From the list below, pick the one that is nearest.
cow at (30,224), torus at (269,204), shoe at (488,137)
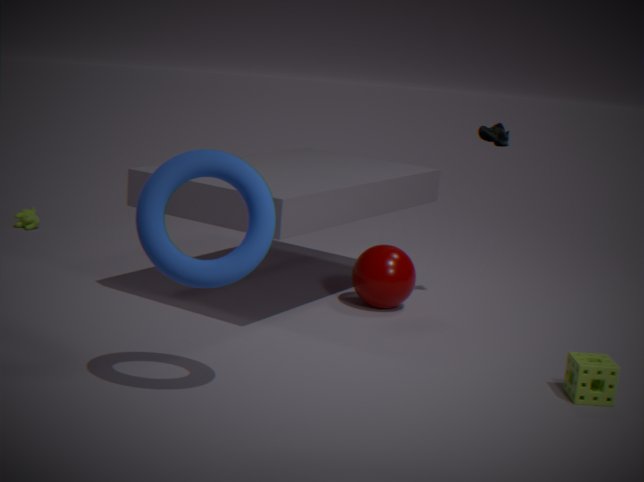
torus at (269,204)
